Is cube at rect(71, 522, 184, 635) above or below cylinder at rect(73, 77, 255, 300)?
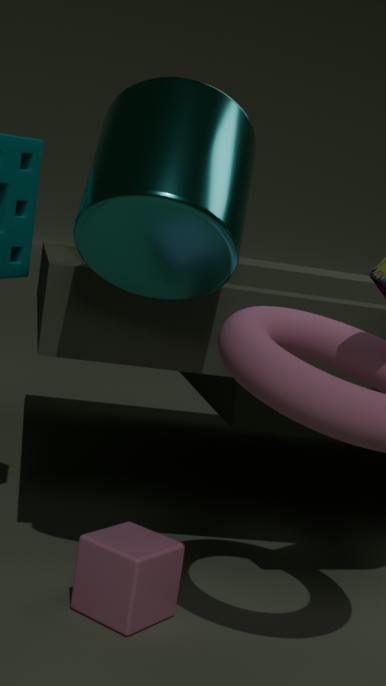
below
